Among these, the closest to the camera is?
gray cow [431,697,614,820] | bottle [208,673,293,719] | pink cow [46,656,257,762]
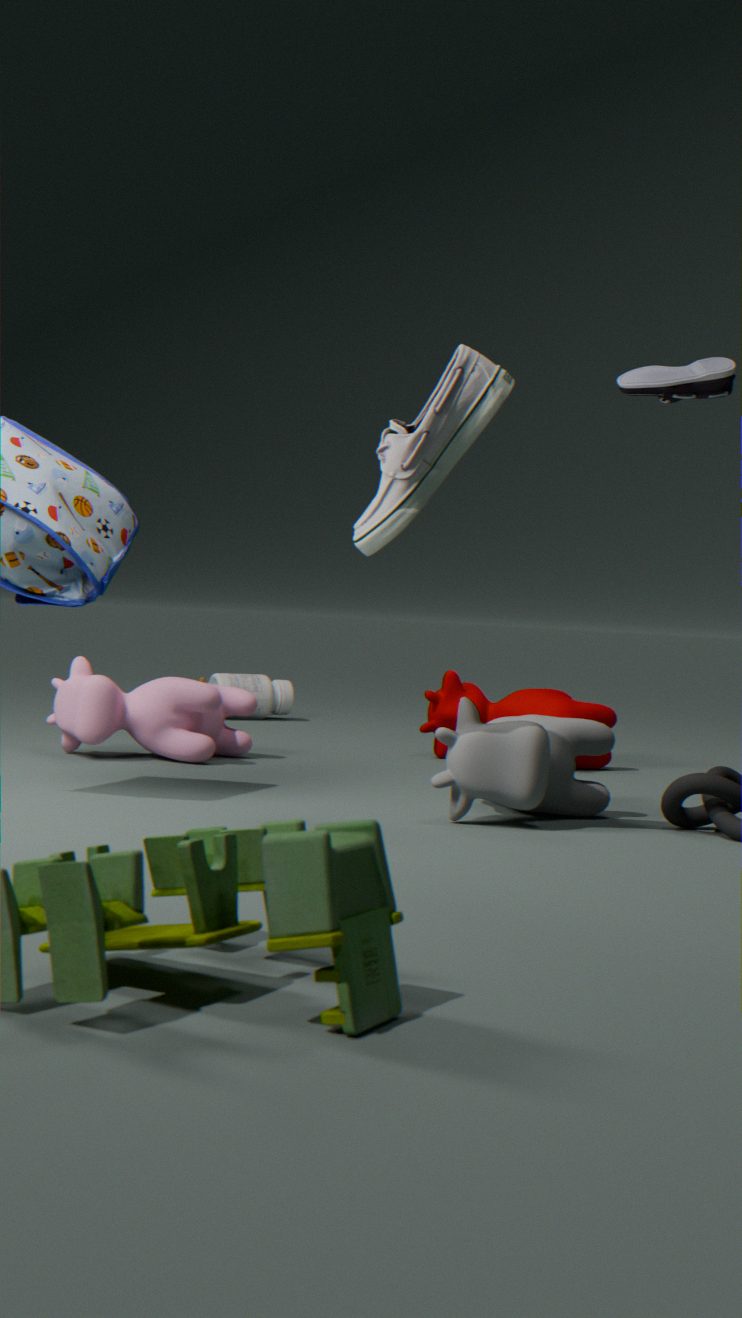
gray cow [431,697,614,820]
